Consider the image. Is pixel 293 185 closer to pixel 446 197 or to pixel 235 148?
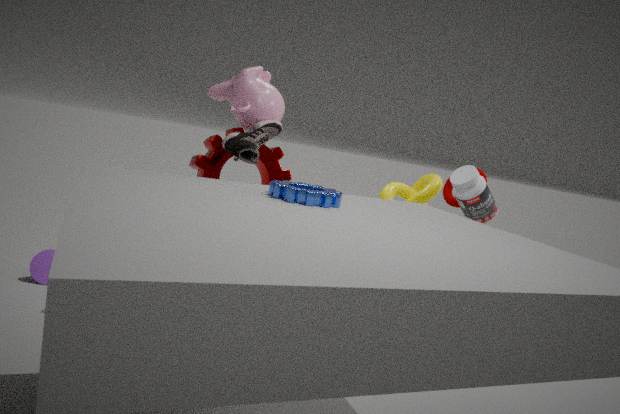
pixel 235 148
